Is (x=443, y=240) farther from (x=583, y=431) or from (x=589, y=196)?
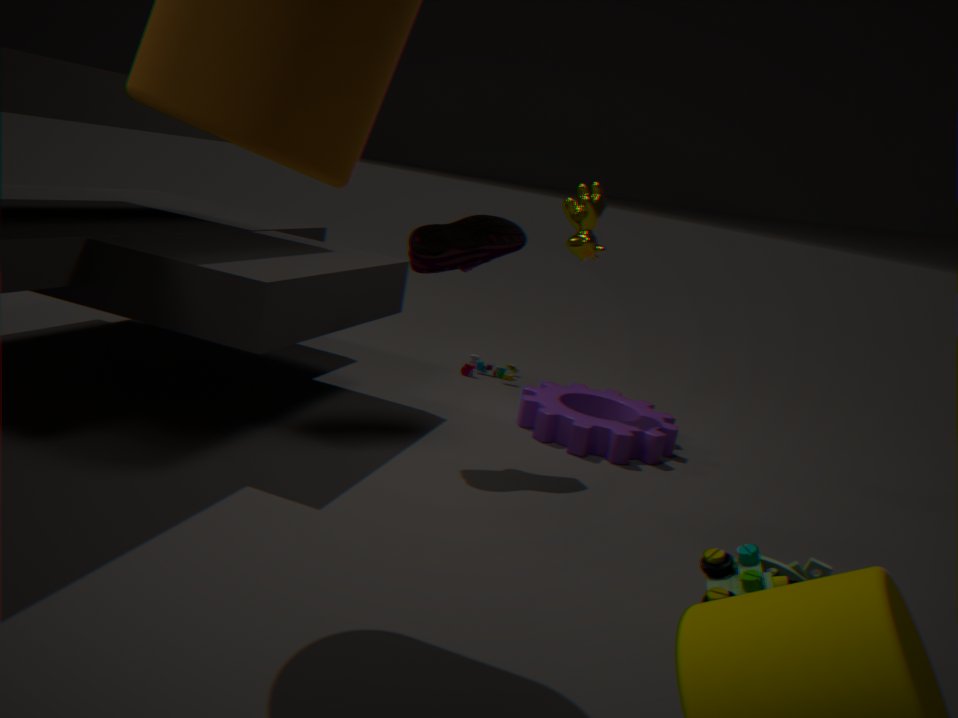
(x=583, y=431)
